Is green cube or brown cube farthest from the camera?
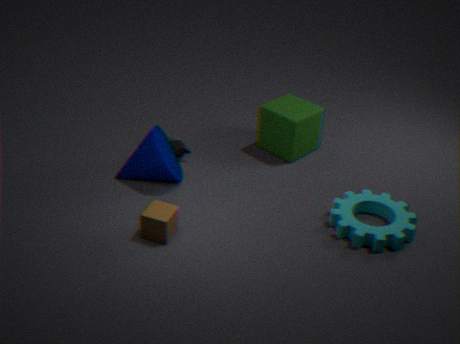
green cube
